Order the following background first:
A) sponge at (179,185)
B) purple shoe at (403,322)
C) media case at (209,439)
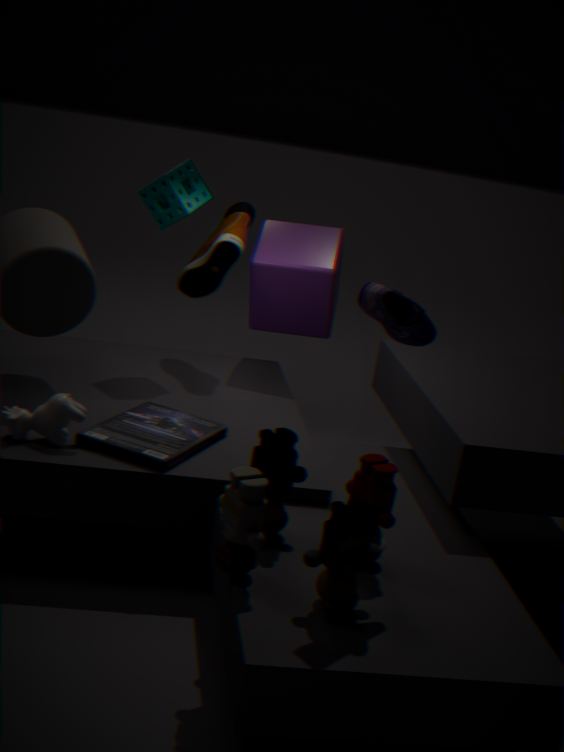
sponge at (179,185)
media case at (209,439)
purple shoe at (403,322)
